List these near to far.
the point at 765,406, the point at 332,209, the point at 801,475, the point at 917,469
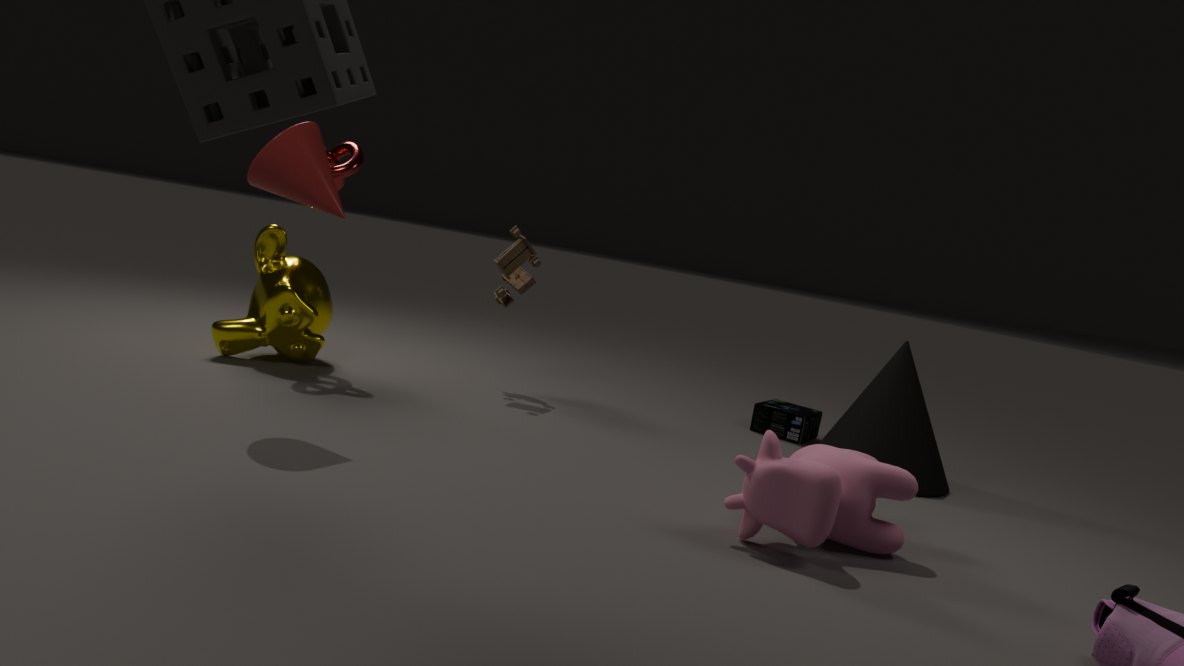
the point at 801,475
the point at 332,209
the point at 917,469
the point at 765,406
